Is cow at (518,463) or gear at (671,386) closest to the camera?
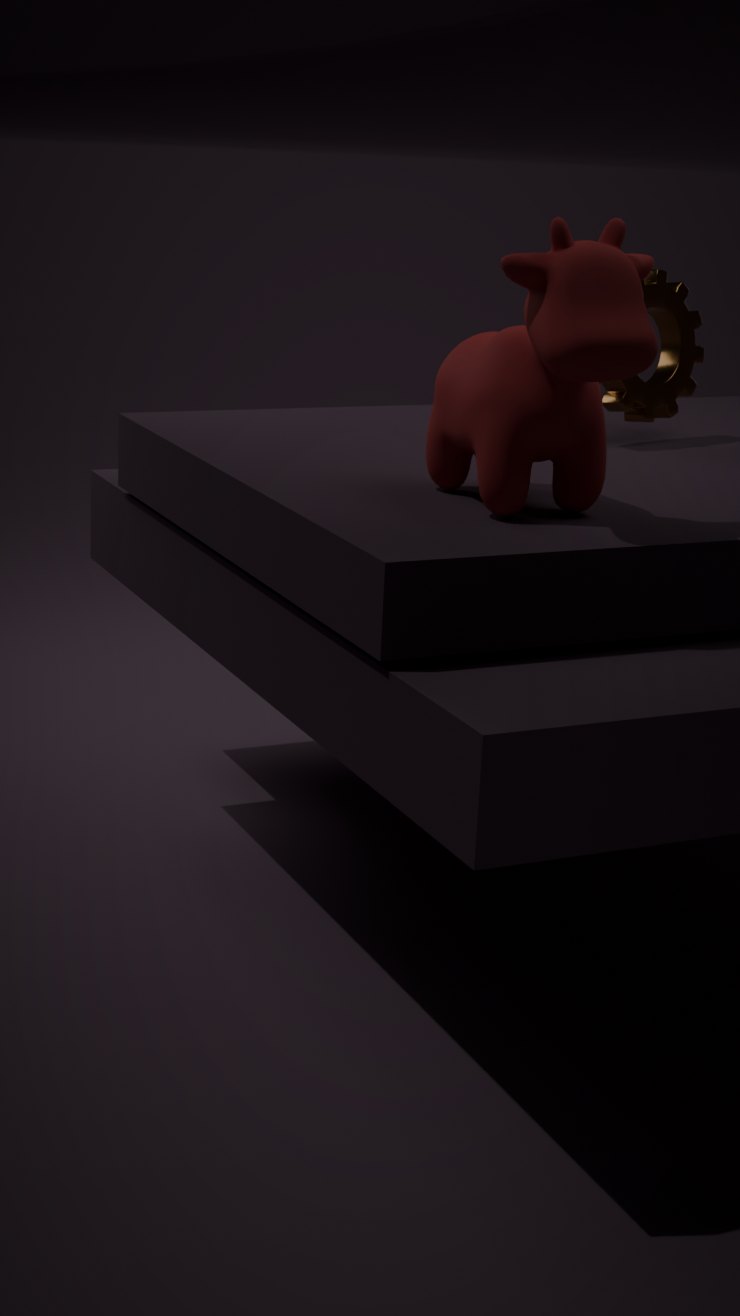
cow at (518,463)
